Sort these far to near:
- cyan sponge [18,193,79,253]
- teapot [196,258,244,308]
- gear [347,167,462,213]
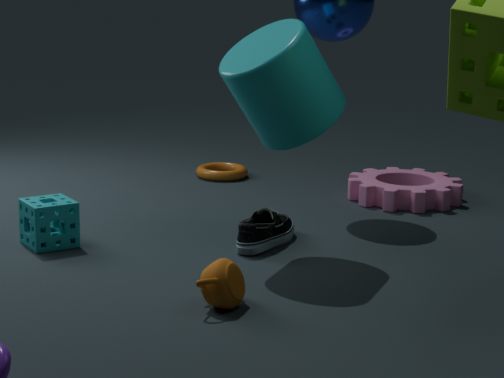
gear [347,167,462,213]
cyan sponge [18,193,79,253]
teapot [196,258,244,308]
